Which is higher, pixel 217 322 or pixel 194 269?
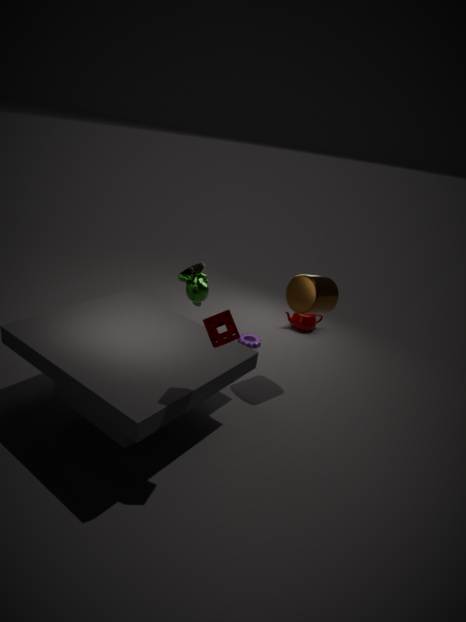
pixel 217 322
